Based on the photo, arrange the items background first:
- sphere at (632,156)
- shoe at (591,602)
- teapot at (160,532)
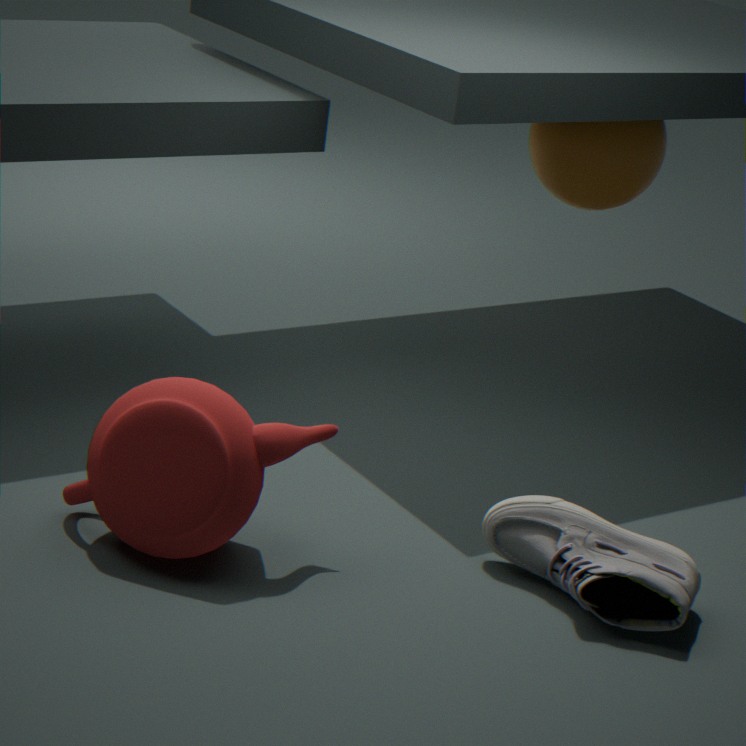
sphere at (632,156)
shoe at (591,602)
teapot at (160,532)
